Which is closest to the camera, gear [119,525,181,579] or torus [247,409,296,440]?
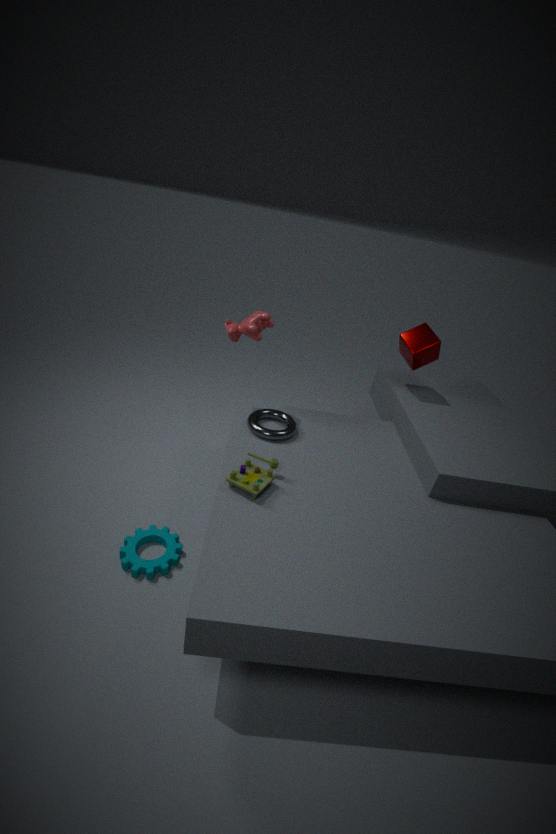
gear [119,525,181,579]
